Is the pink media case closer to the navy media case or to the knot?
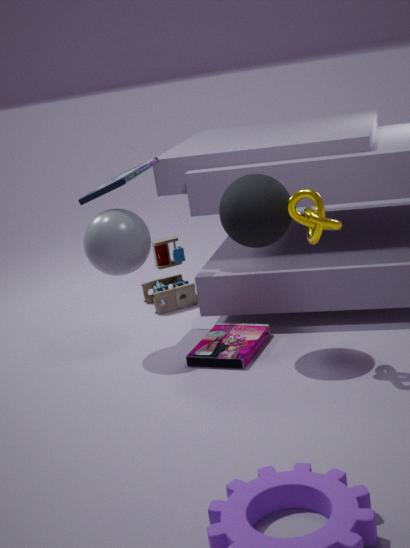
the knot
